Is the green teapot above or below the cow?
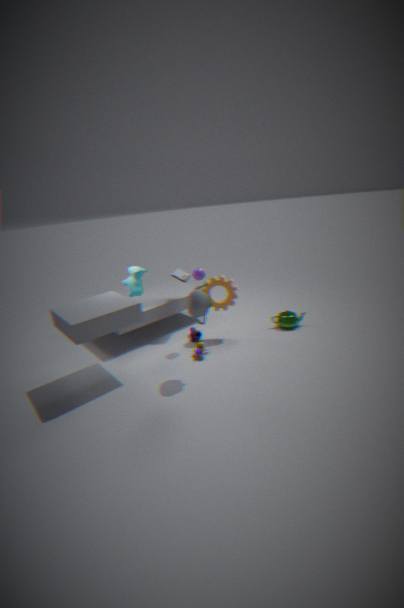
below
